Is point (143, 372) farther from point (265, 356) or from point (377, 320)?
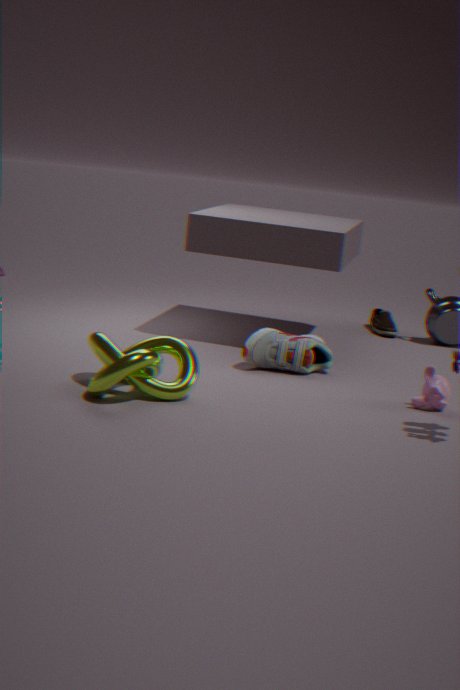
point (377, 320)
